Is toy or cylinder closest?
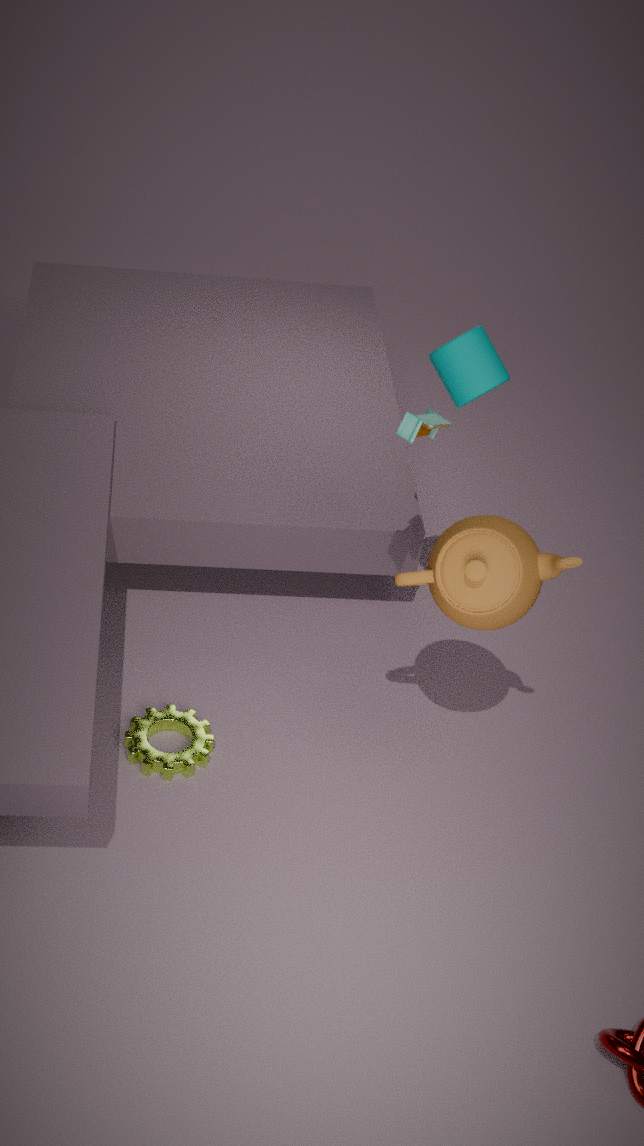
cylinder
